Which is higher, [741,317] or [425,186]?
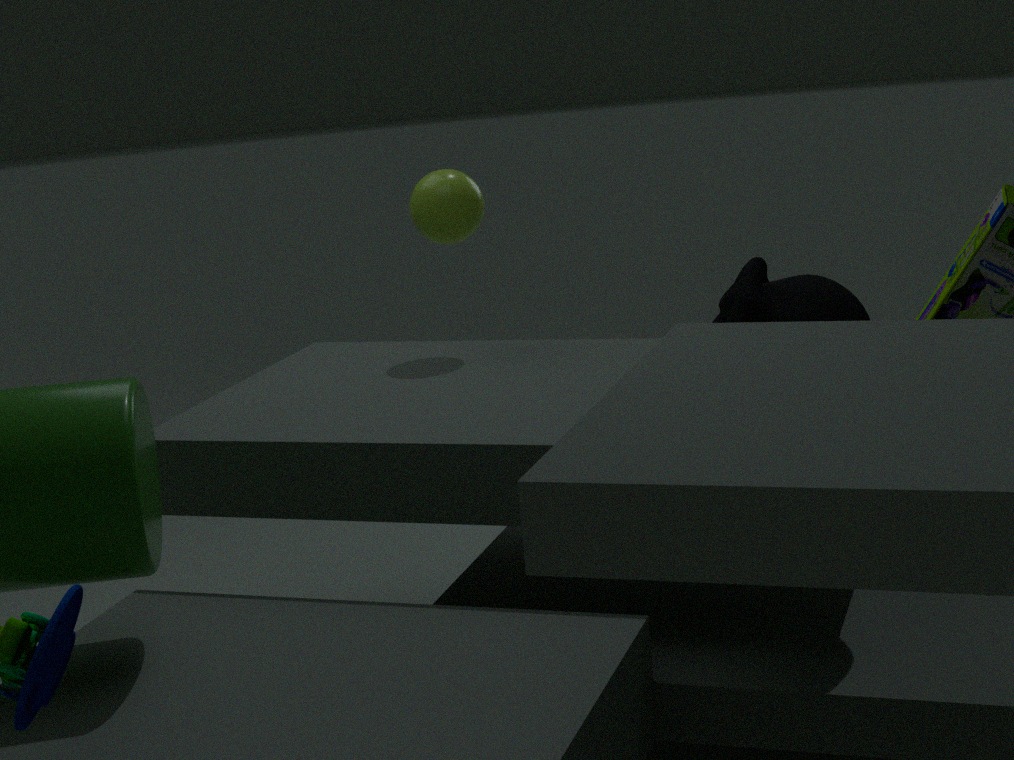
[425,186]
